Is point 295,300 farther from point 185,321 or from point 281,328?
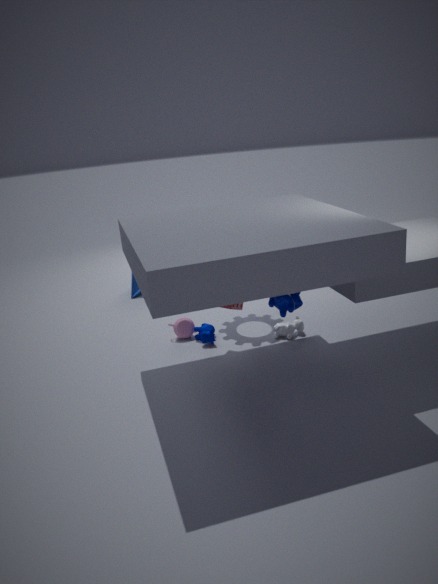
point 185,321
